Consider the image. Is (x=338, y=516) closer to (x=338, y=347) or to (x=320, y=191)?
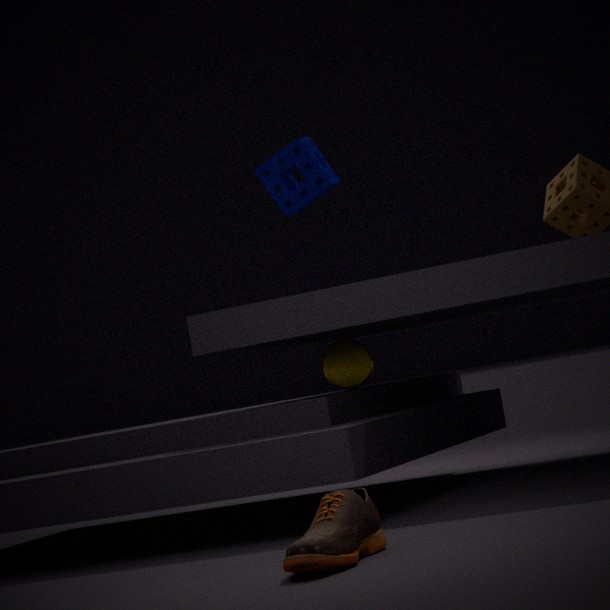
(x=320, y=191)
